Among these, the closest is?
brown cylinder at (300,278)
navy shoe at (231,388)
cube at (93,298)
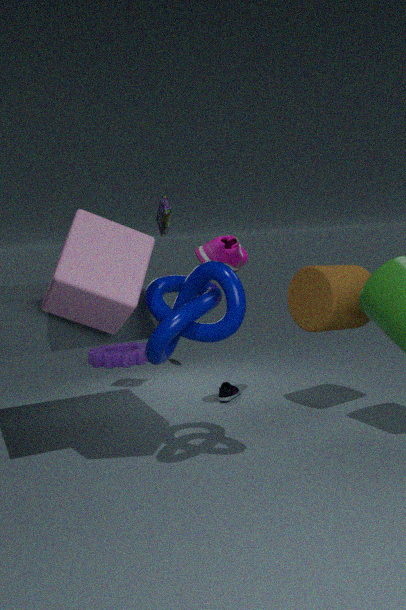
cube at (93,298)
